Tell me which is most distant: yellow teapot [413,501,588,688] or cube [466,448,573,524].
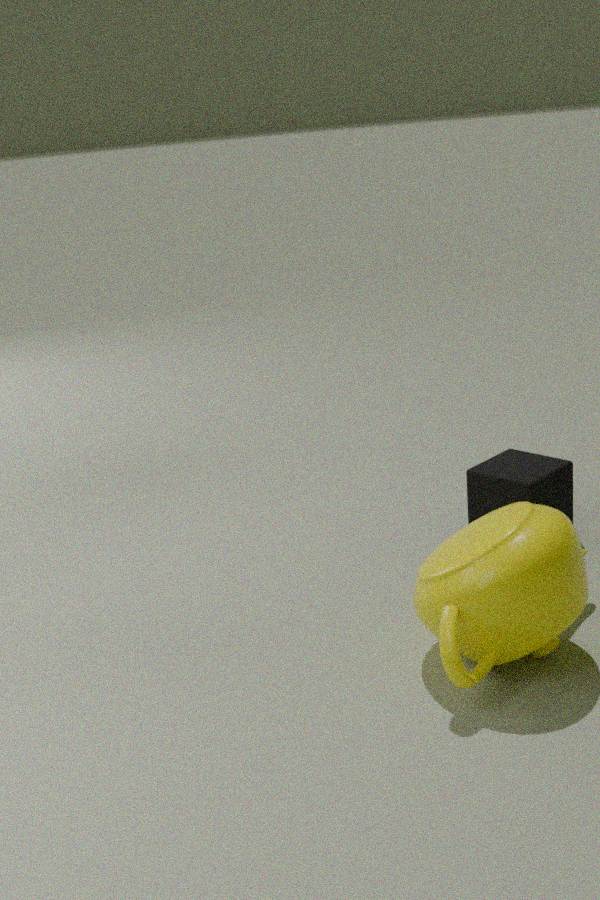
cube [466,448,573,524]
